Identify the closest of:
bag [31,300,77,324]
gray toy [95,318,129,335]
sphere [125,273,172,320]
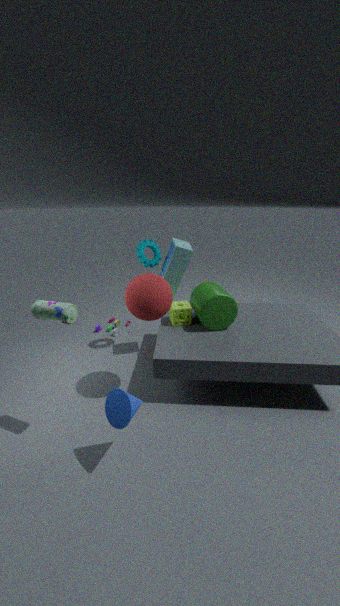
bag [31,300,77,324]
